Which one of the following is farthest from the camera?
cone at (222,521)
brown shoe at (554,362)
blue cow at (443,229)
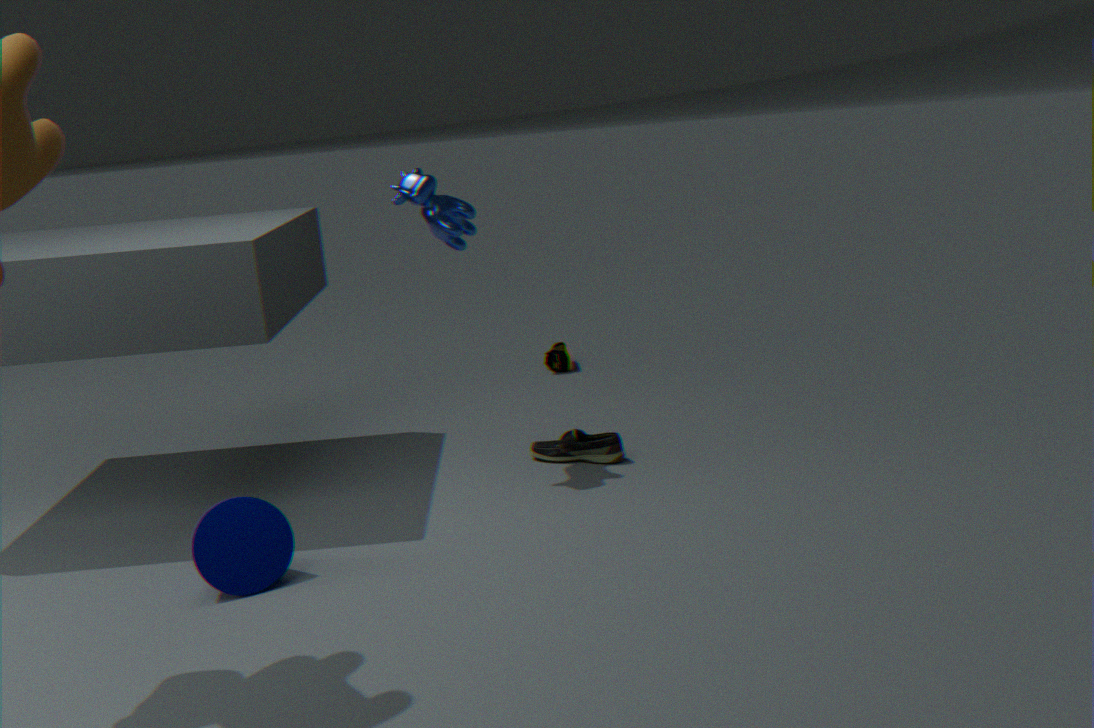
brown shoe at (554,362)
